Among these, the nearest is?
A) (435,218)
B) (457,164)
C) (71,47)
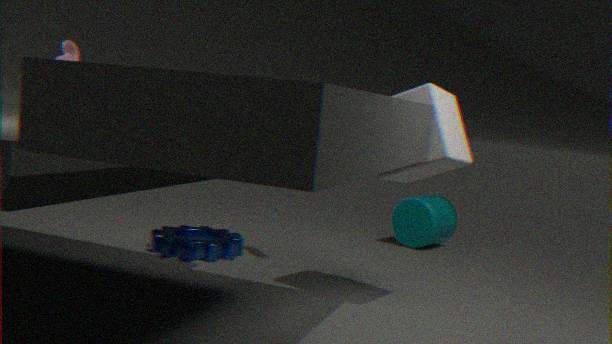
(71,47)
